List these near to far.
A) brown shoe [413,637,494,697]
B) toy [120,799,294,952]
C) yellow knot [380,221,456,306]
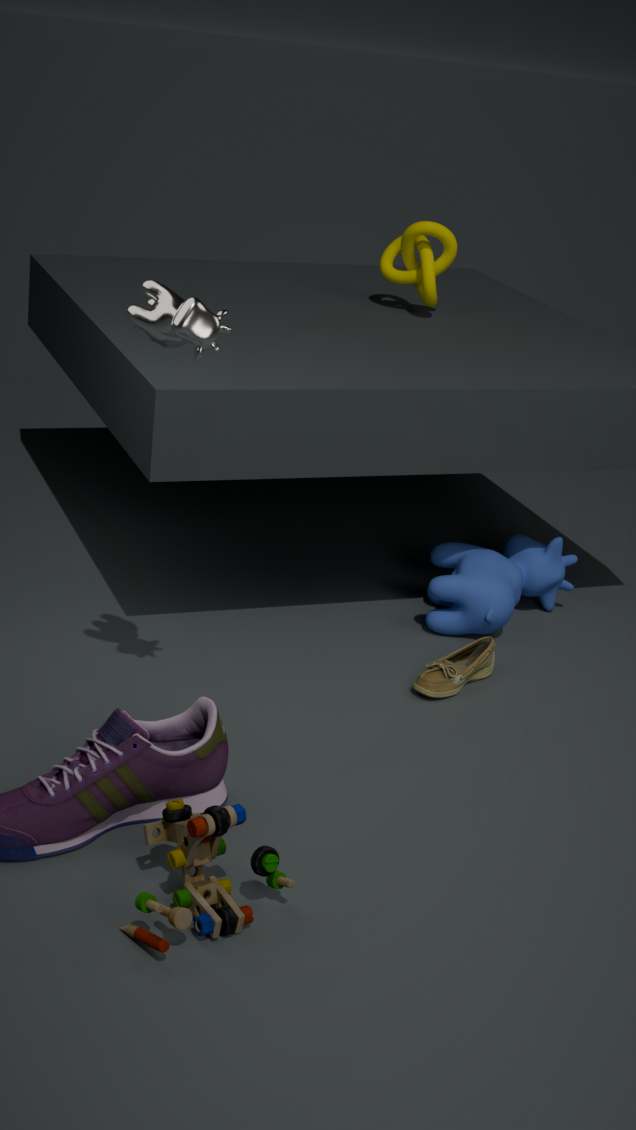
1. toy [120,799,294,952]
2. brown shoe [413,637,494,697]
3. yellow knot [380,221,456,306]
